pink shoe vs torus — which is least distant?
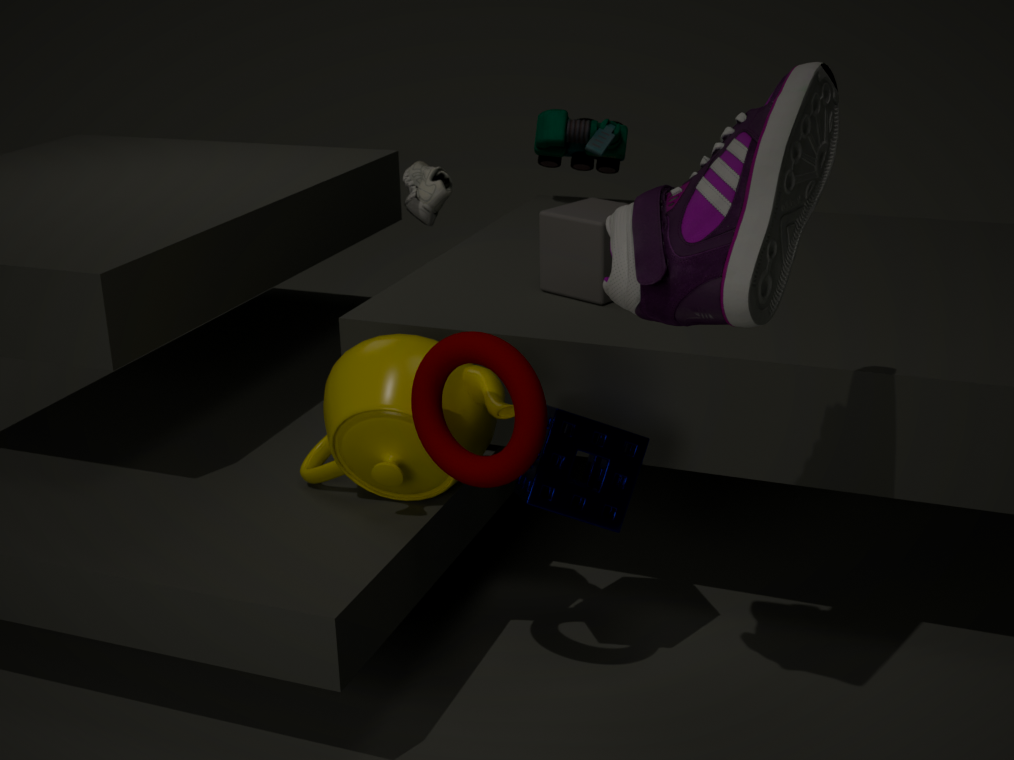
pink shoe
